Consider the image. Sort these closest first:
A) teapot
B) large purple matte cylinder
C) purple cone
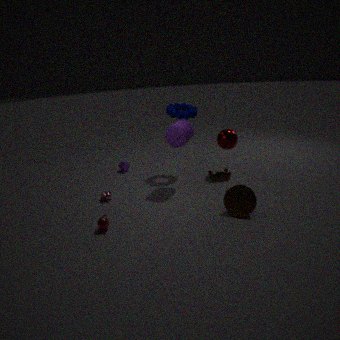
teapot → large purple matte cylinder → purple cone
